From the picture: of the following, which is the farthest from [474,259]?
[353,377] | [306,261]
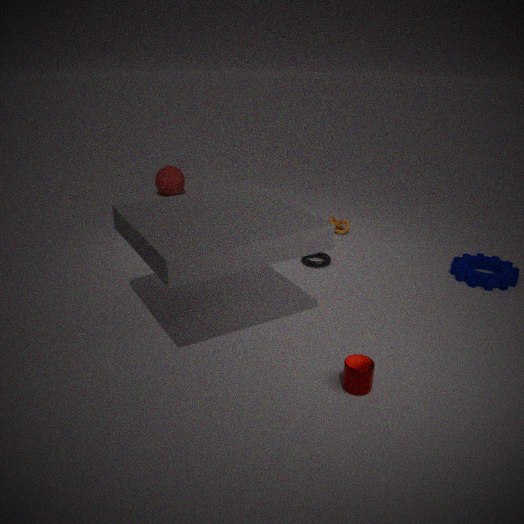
[353,377]
